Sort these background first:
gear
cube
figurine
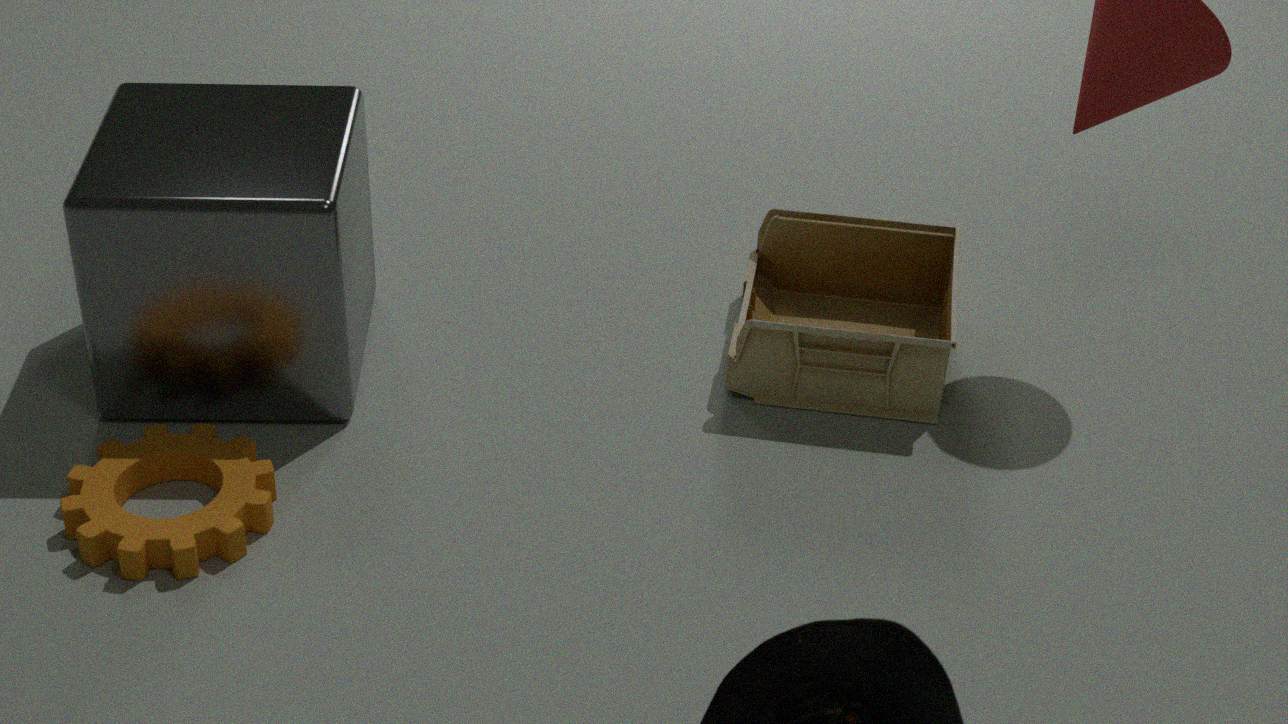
figurine
cube
gear
